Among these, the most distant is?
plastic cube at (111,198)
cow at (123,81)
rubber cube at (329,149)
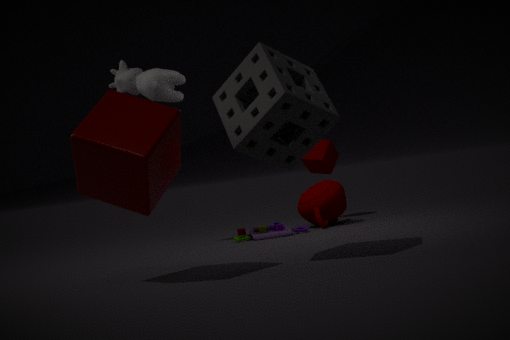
rubber cube at (329,149)
